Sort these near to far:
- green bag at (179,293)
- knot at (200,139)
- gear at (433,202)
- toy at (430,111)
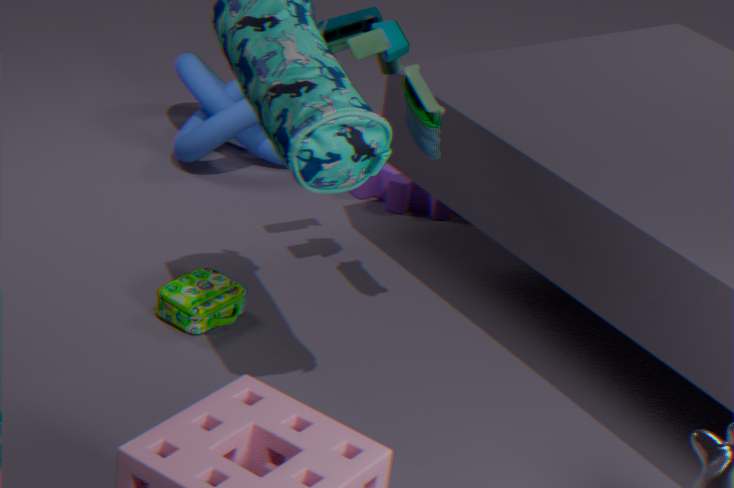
toy at (430,111), green bag at (179,293), knot at (200,139), gear at (433,202)
